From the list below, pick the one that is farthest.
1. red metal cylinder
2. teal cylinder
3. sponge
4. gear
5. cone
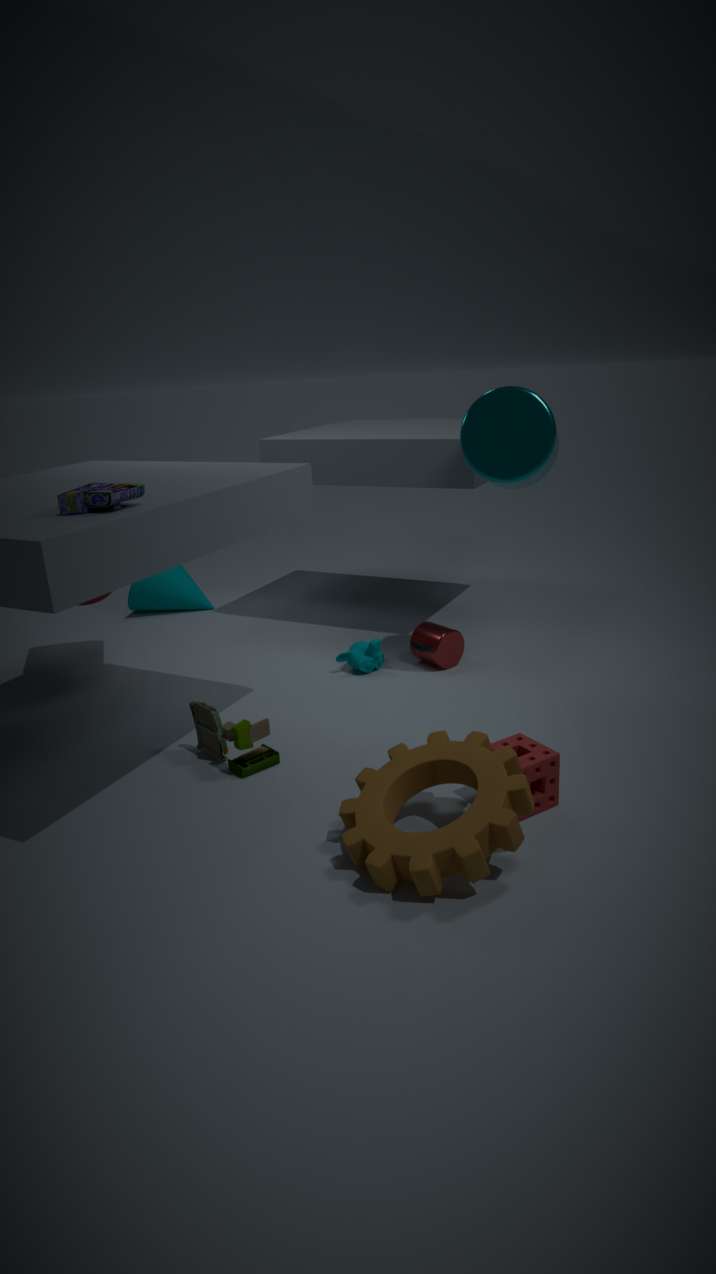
cone
